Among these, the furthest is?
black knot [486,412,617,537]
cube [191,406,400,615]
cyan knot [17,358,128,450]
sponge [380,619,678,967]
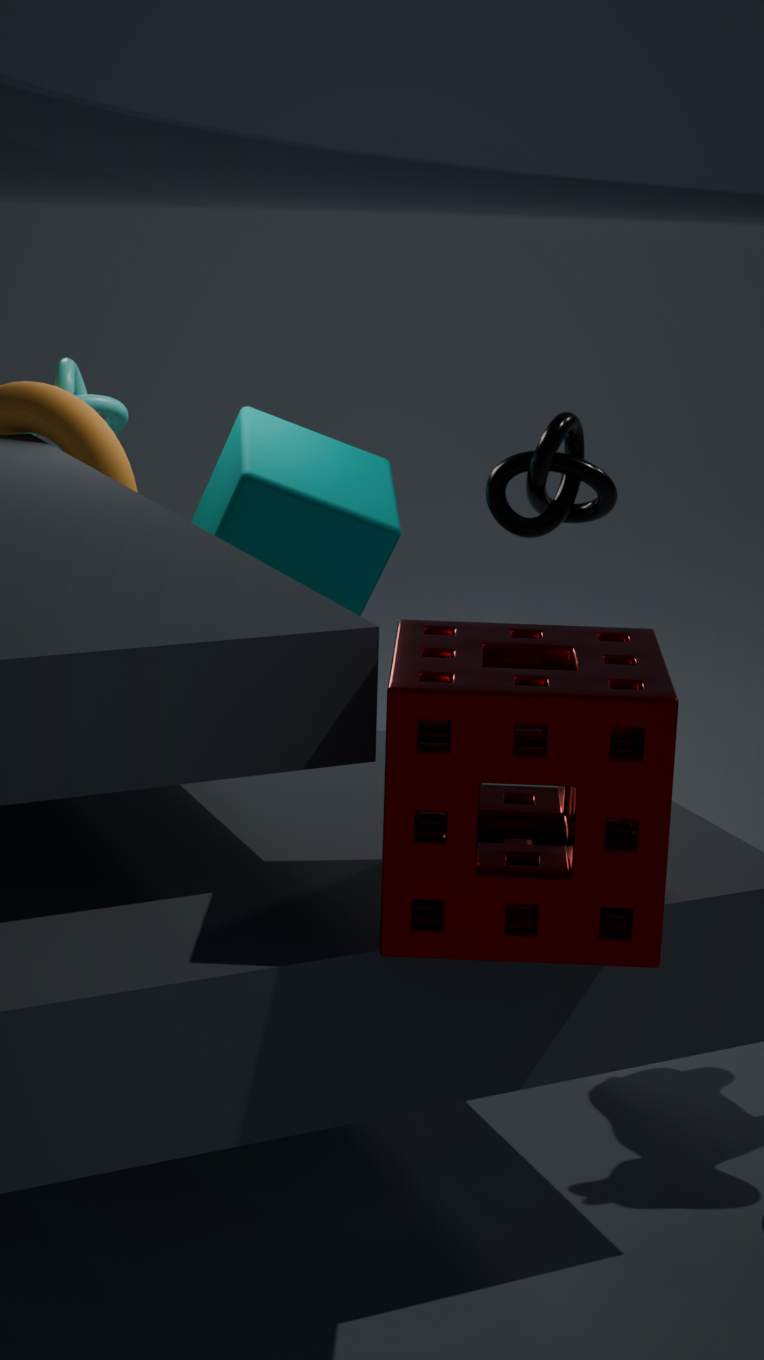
cyan knot [17,358,128,450]
